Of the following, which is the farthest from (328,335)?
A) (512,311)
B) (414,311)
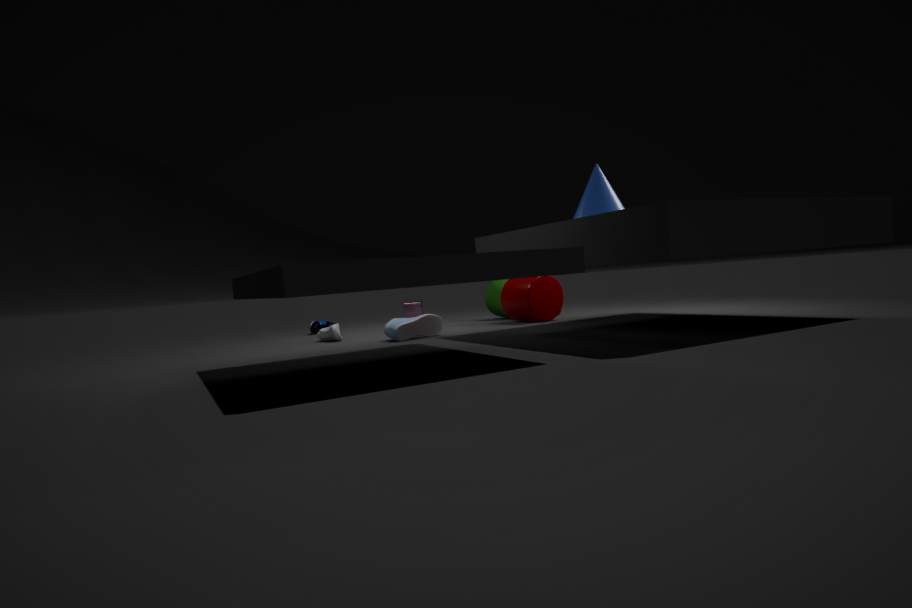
(414,311)
